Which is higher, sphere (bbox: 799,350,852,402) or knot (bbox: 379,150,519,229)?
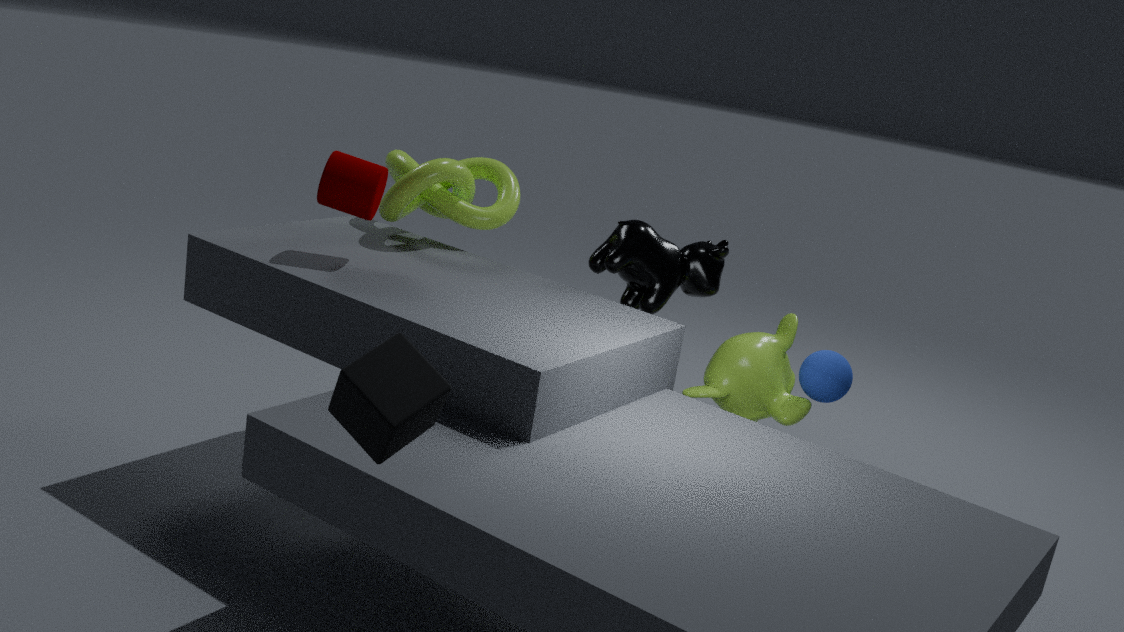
knot (bbox: 379,150,519,229)
